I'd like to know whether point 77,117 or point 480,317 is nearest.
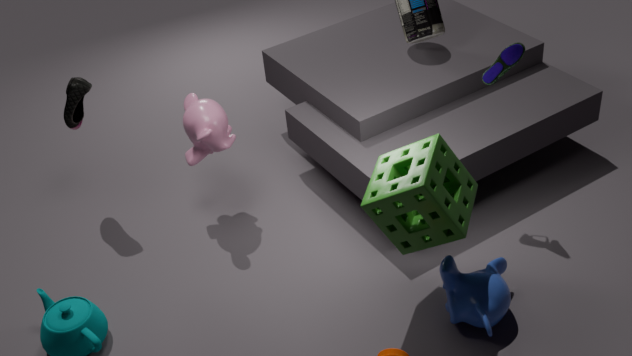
point 480,317
